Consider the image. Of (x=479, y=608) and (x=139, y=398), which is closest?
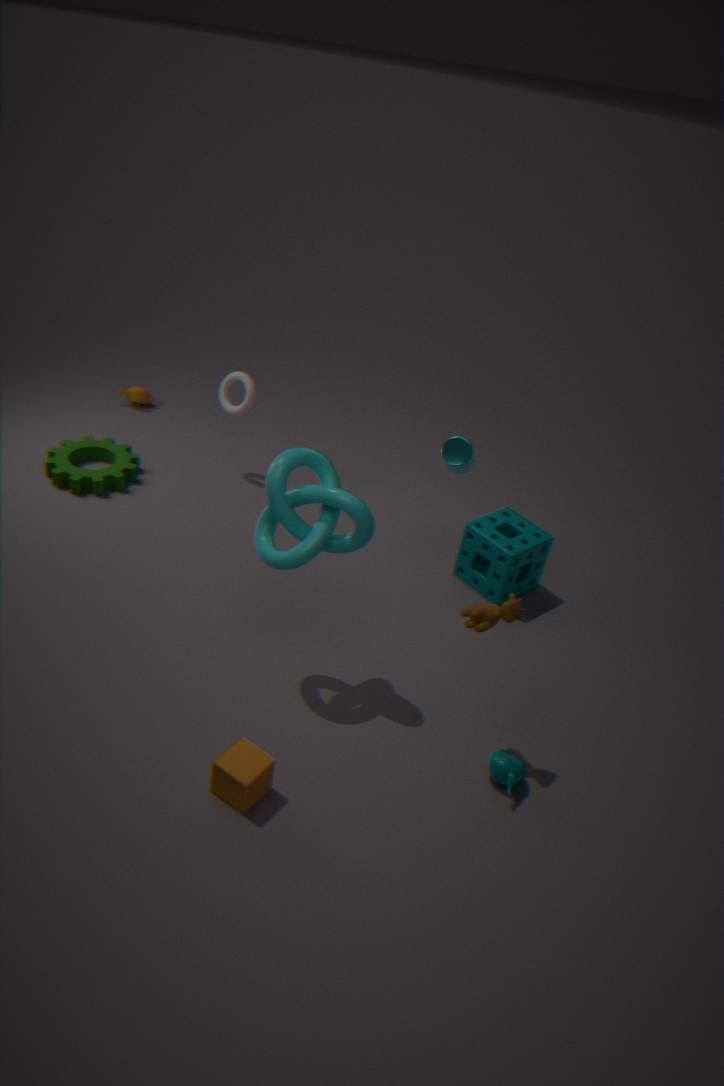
(x=479, y=608)
